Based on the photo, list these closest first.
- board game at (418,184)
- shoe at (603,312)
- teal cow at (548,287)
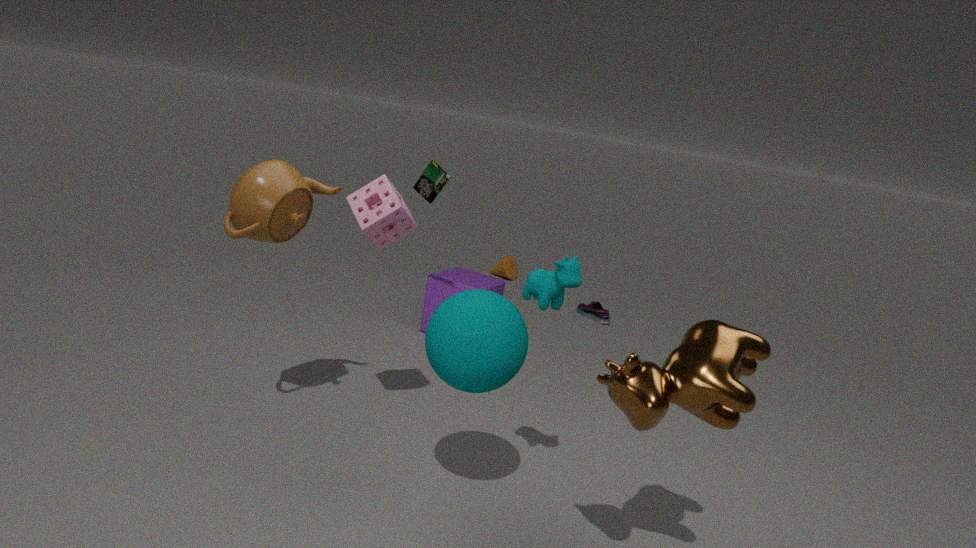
teal cow at (548,287)
board game at (418,184)
shoe at (603,312)
